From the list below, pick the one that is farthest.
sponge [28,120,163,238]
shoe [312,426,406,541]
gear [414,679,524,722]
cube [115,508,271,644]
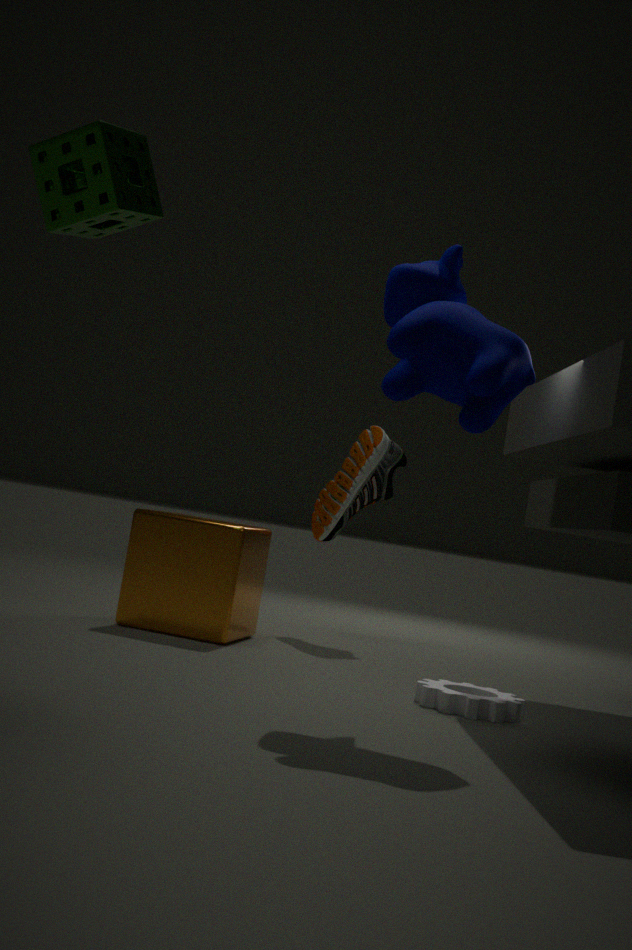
shoe [312,426,406,541]
